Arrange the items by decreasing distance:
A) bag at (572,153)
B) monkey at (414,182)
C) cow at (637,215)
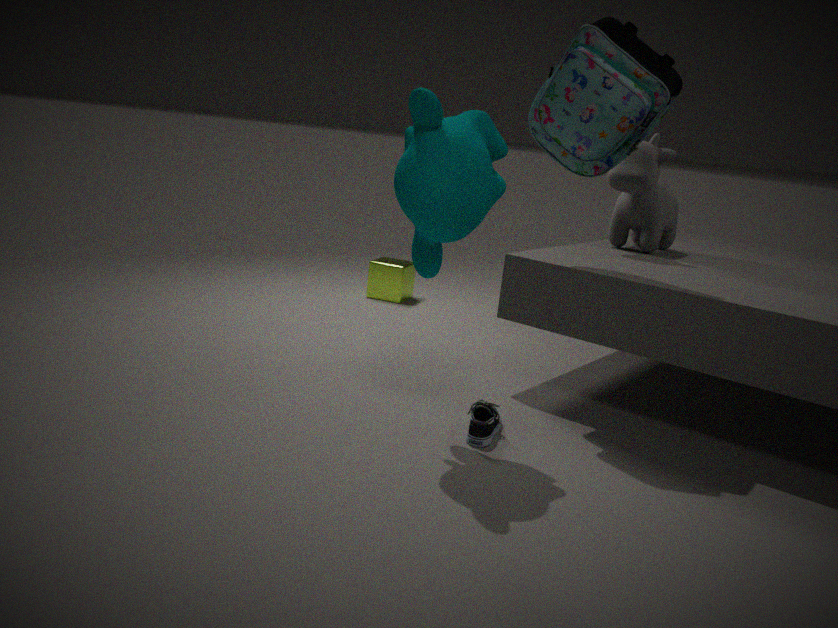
cow at (637,215), bag at (572,153), monkey at (414,182)
